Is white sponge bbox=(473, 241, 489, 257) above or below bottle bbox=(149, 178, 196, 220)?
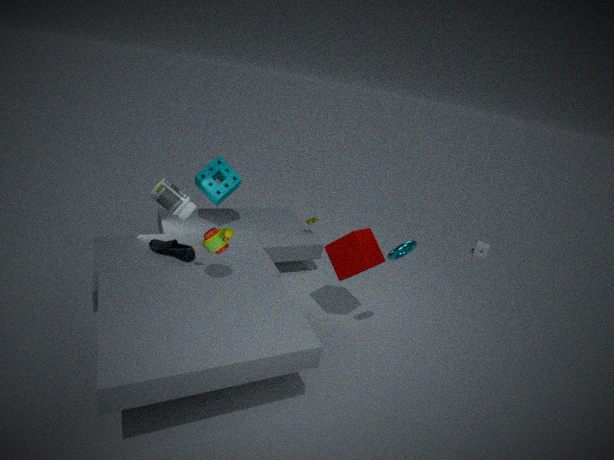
below
